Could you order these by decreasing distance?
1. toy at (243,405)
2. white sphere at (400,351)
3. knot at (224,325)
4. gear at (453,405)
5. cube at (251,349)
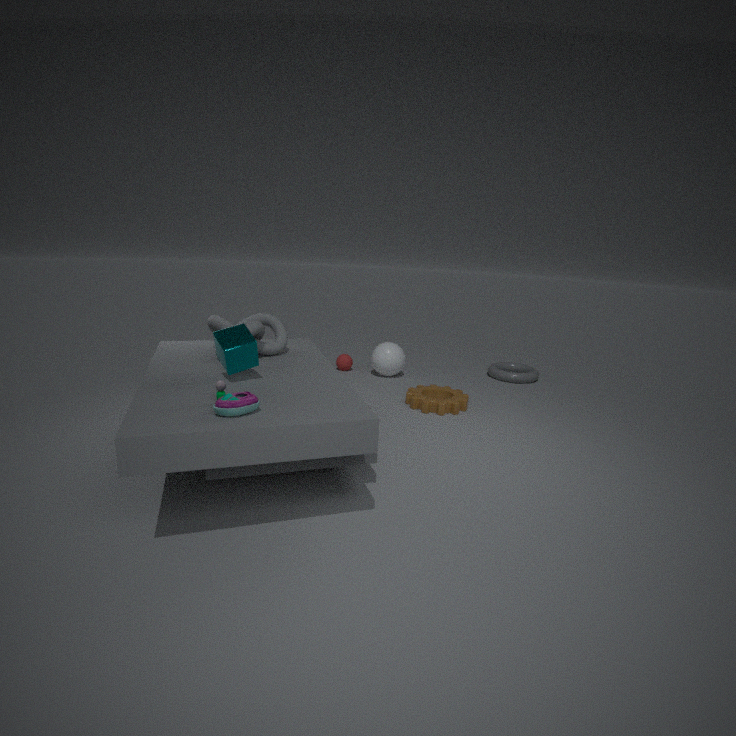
white sphere at (400,351)
gear at (453,405)
knot at (224,325)
cube at (251,349)
toy at (243,405)
